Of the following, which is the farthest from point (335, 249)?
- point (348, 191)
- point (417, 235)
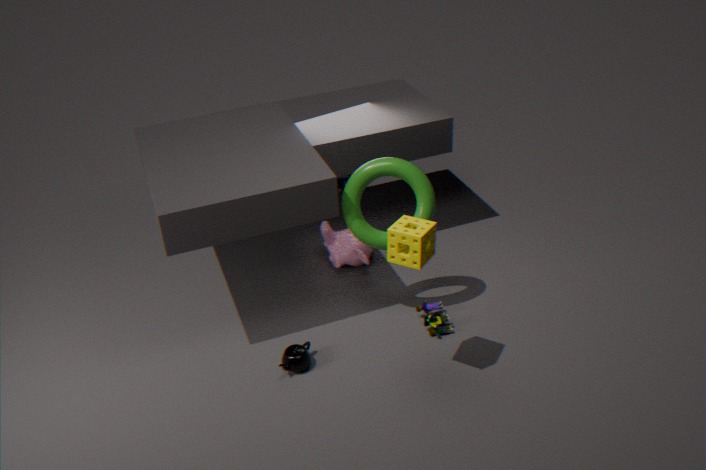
point (417, 235)
